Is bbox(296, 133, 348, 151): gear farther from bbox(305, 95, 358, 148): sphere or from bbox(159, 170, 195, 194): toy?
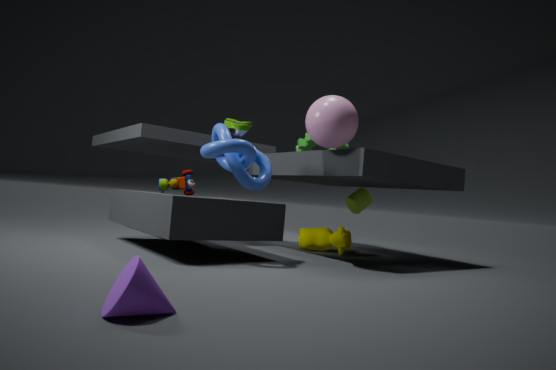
bbox(159, 170, 195, 194): toy
